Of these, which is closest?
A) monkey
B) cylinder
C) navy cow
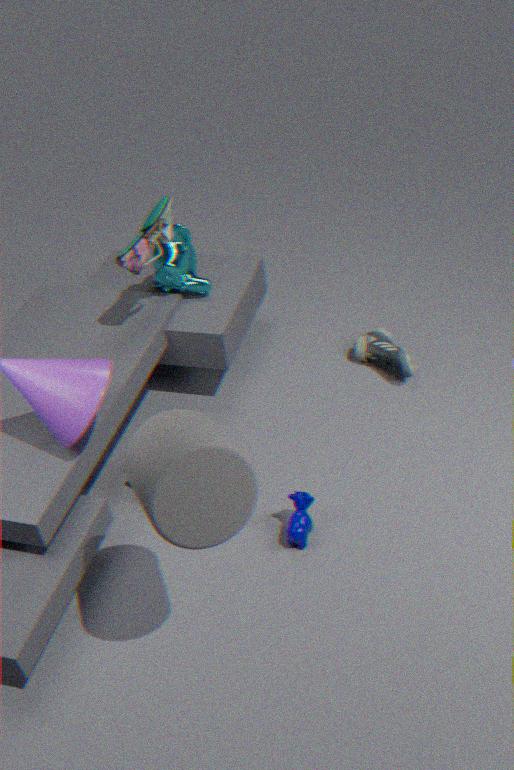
cylinder
